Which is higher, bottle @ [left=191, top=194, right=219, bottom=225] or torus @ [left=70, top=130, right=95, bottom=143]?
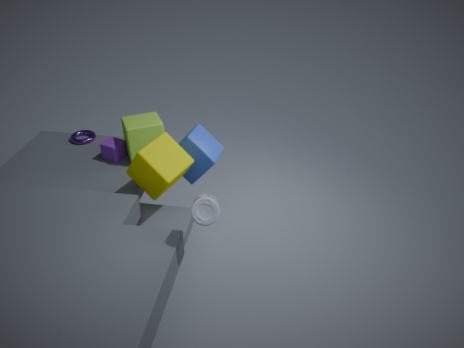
bottle @ [left=191, top=194, right=219, bottom=225]
